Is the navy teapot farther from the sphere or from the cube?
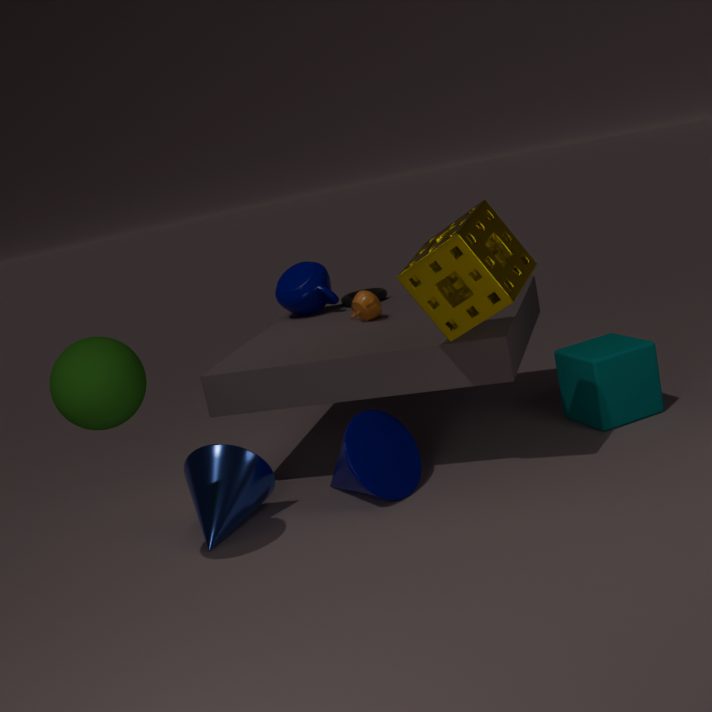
the sphere
